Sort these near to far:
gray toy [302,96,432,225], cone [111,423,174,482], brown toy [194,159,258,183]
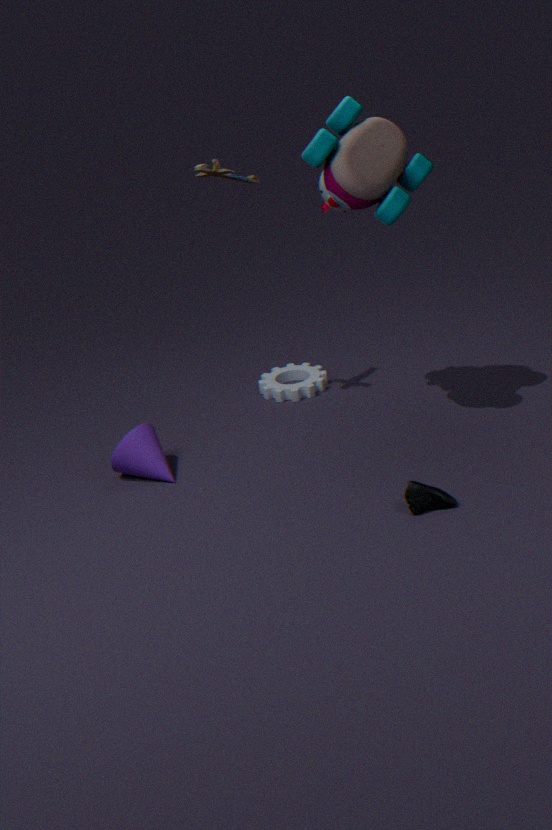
gray toy [302,96,432,225]
brown toy [194,159,258,183]
cone [111,423,174,482]
